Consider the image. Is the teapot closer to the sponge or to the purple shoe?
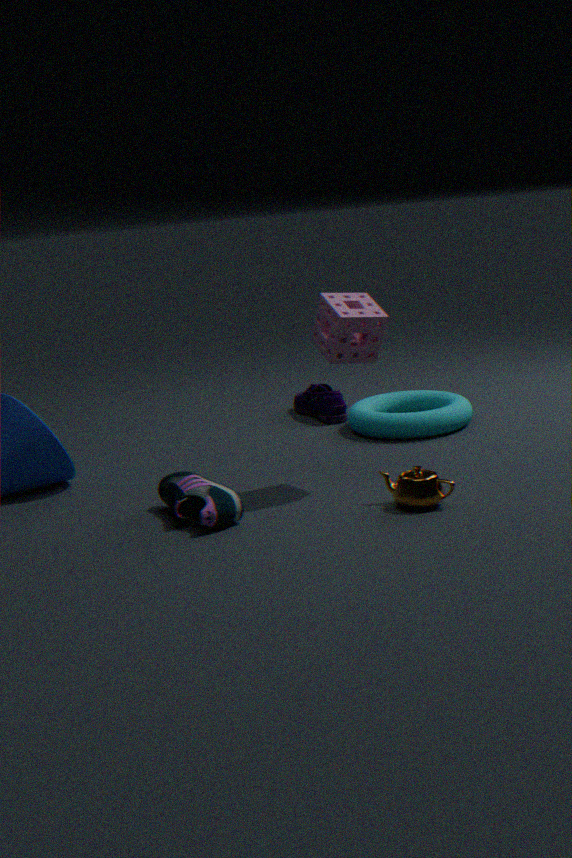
the sponge
